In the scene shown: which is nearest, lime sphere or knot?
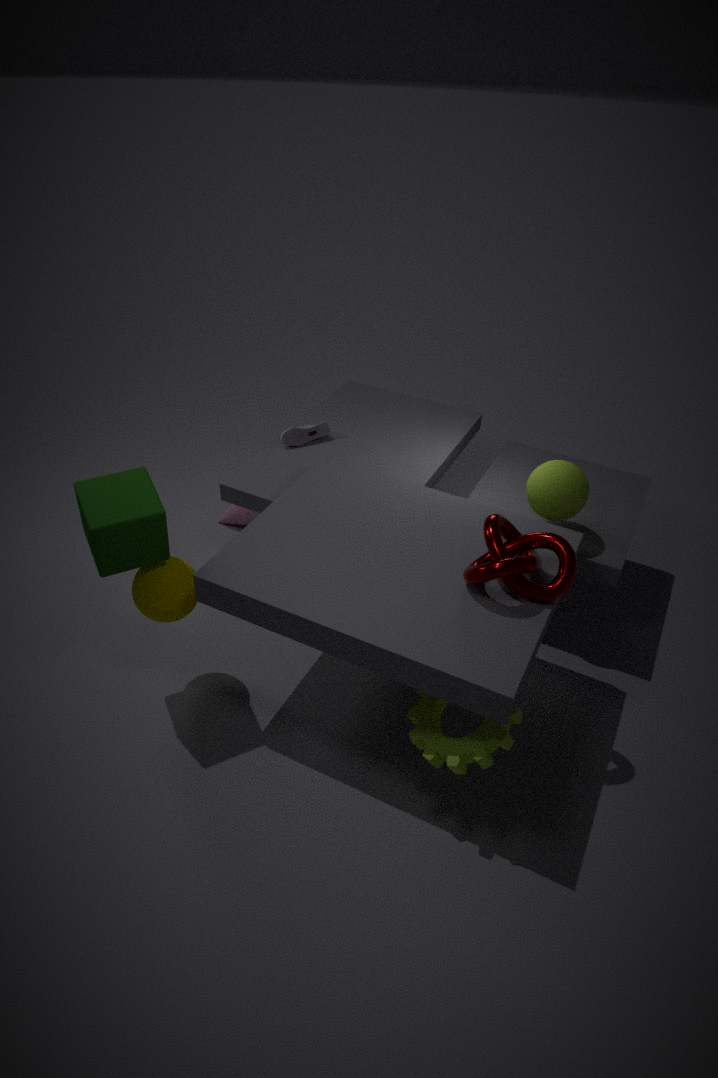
knot
